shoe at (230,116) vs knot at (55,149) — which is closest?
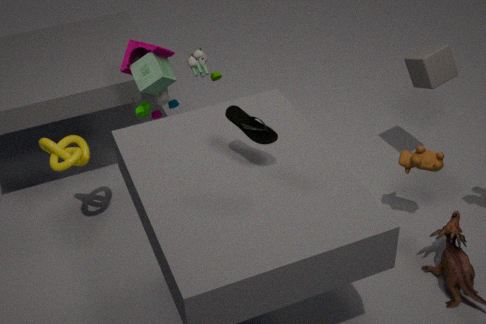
shoe at (230,116)
